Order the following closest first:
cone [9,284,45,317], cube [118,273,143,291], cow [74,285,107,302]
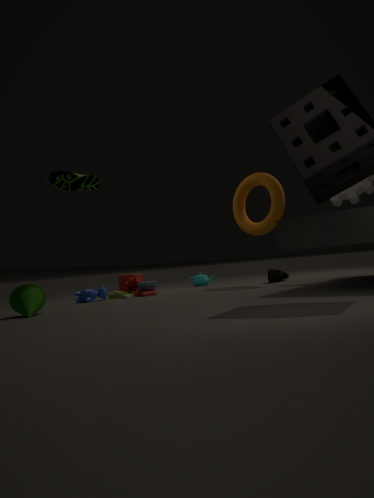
cone [9,284,45,317]
cow [74,285,107,302]
cube [118,273,143,291]
